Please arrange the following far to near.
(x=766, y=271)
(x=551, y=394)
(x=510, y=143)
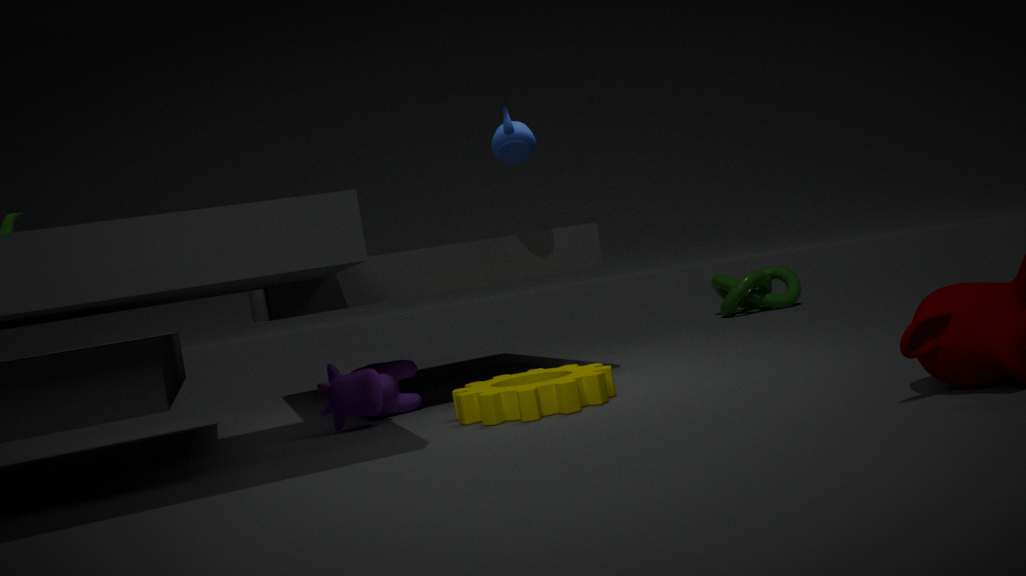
(x=766, y=271), (x=510, y=143), (x=551, y=394)
